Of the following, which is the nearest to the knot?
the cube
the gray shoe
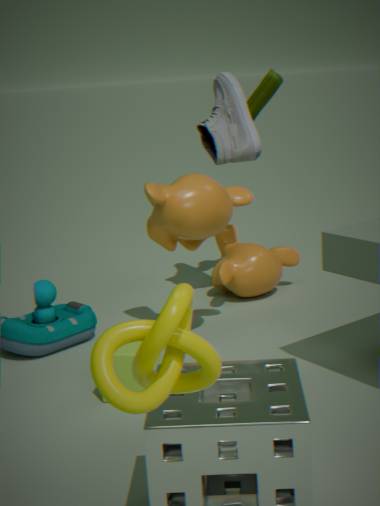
the cube
